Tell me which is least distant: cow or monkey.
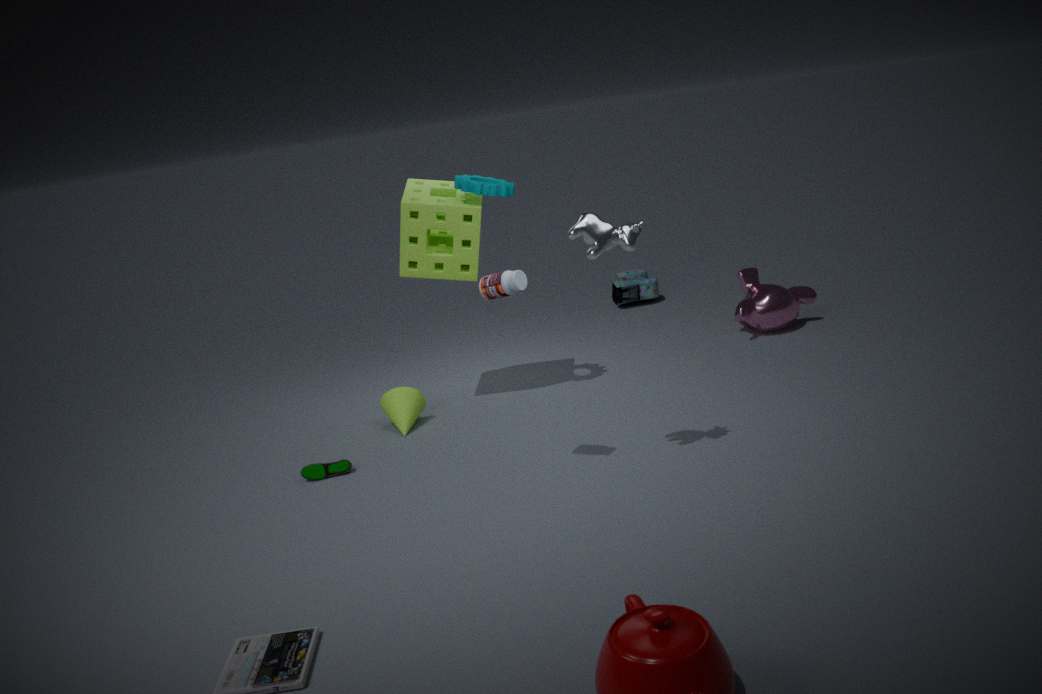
cow
